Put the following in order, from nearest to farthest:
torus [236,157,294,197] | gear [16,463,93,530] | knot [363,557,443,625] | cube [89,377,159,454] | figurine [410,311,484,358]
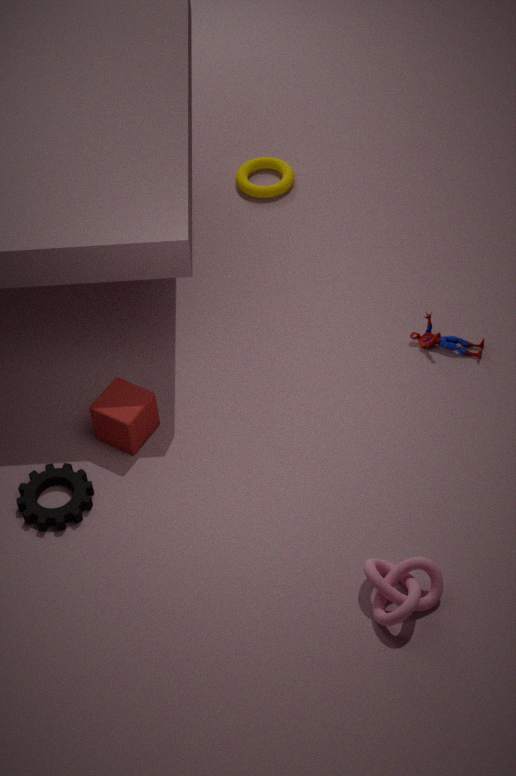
1. knot [363,557,443,625]
2. gear [16,463,93,530]
3. cube [89,377,159,454]
4. figurine [410,311,484,358]
5. torus [236,157,294,197]
